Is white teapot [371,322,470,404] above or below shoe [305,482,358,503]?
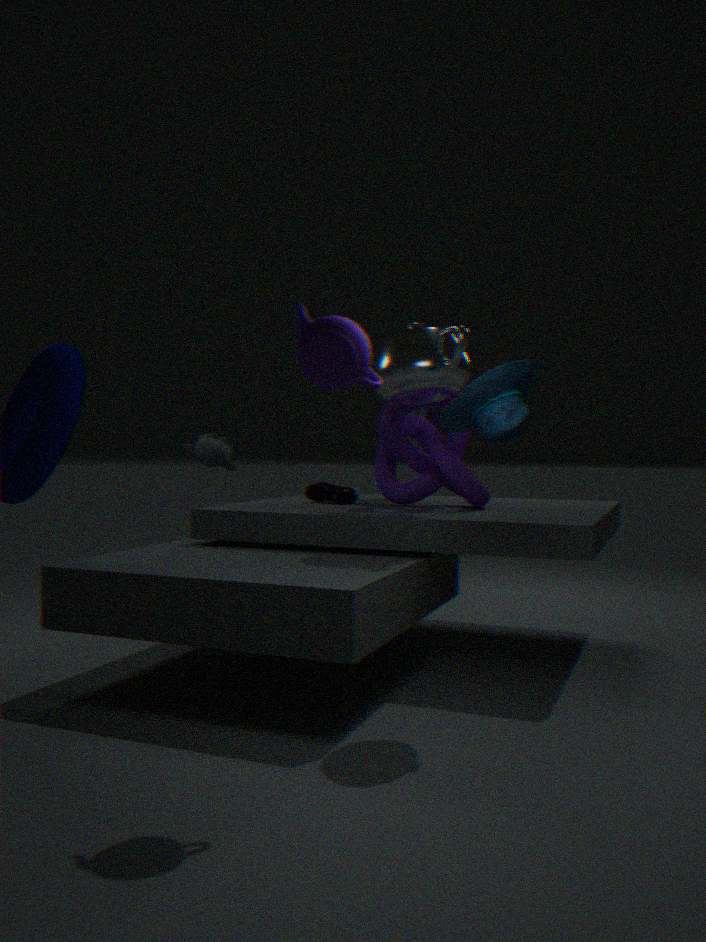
above
